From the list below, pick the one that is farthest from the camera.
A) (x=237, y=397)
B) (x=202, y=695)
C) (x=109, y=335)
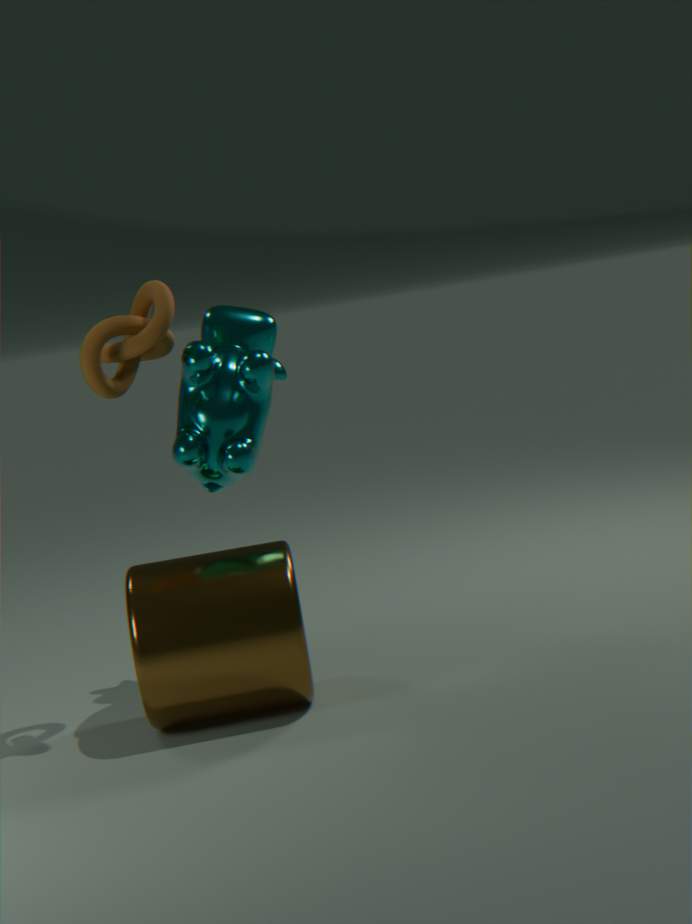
(x=237, y=397)
